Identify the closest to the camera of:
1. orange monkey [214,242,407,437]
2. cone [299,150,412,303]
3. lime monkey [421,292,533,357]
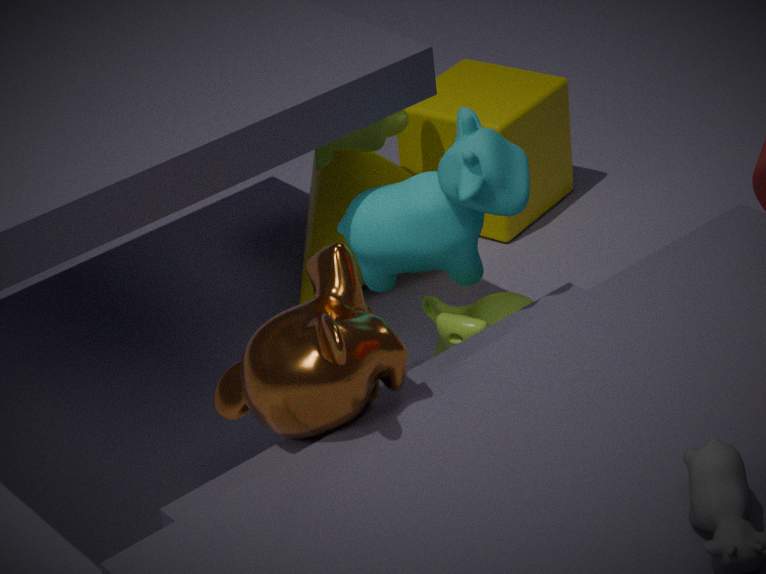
orange monkey [214,242,407,437]
